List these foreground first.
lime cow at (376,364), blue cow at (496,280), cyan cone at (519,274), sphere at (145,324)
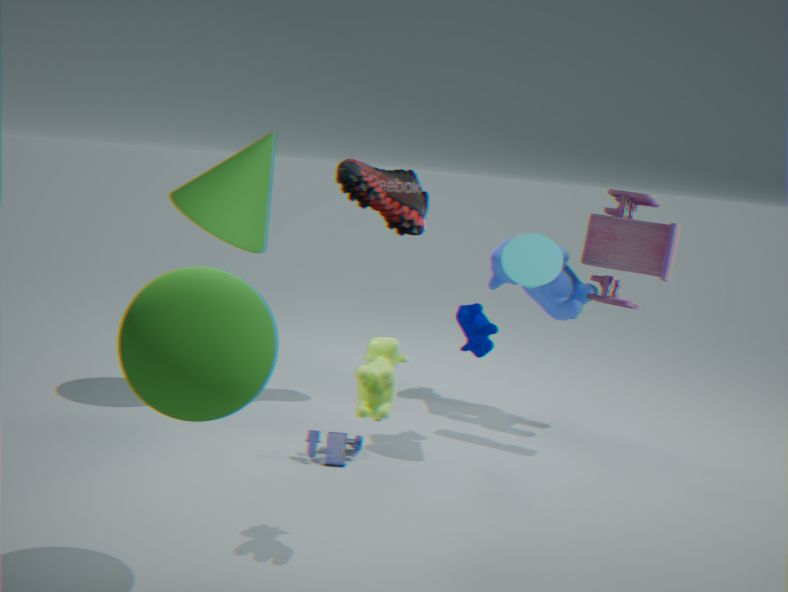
sphere at (145,324) → lime cow at (376,364) → cyan cone at (519,274) → blue cow at (496,280)
